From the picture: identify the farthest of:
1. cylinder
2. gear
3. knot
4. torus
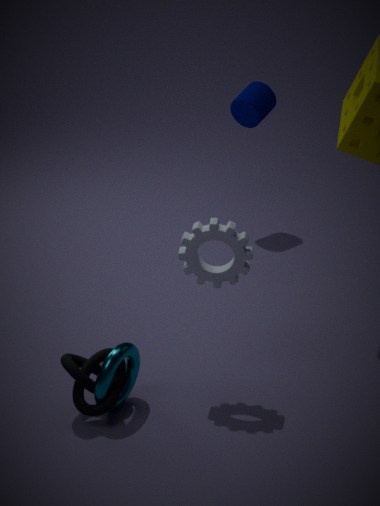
cylinder
